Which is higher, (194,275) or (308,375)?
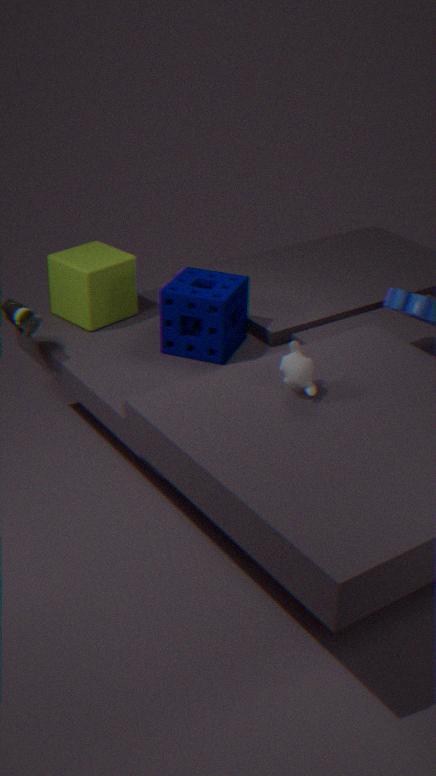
(308,375)
